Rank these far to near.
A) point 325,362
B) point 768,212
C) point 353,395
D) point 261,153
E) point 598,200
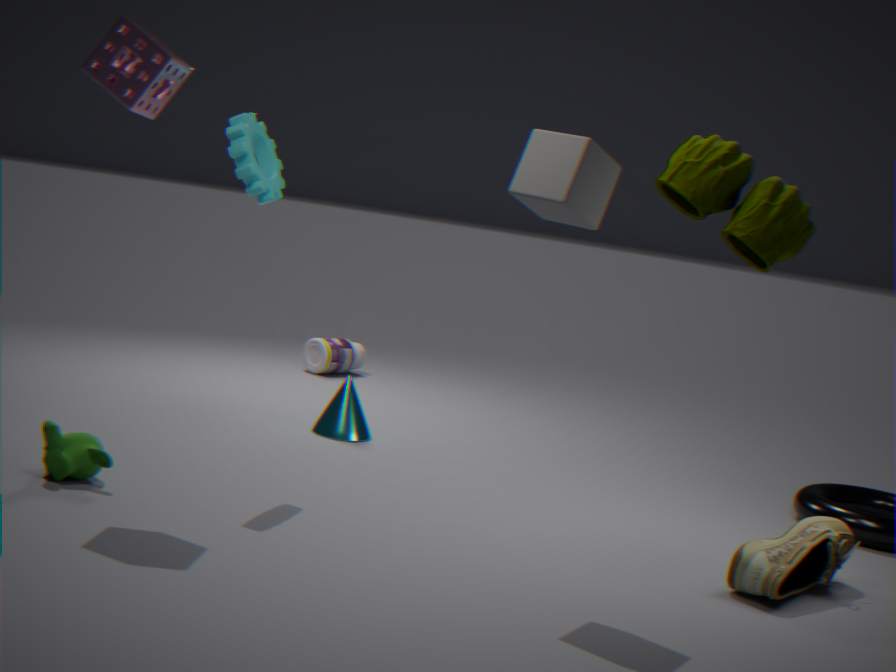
1. point 325,362
2. point 353,395
3. point 261,153
4. point 598,200
5. point 768,212
